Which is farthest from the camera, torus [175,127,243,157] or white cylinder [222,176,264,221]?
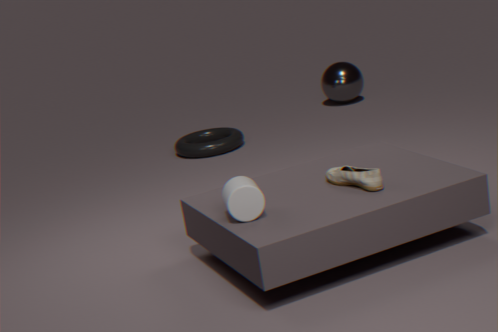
torus [175,127,243,157]
